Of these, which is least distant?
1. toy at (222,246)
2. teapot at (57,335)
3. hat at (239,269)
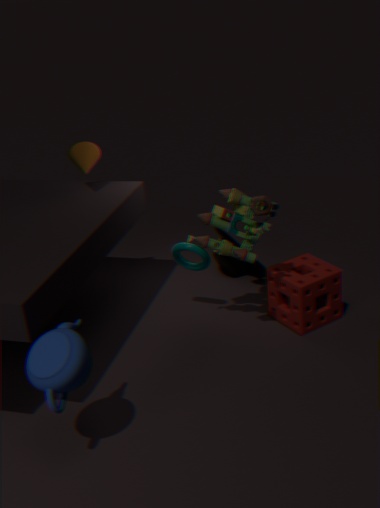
teapot at (57,335)
